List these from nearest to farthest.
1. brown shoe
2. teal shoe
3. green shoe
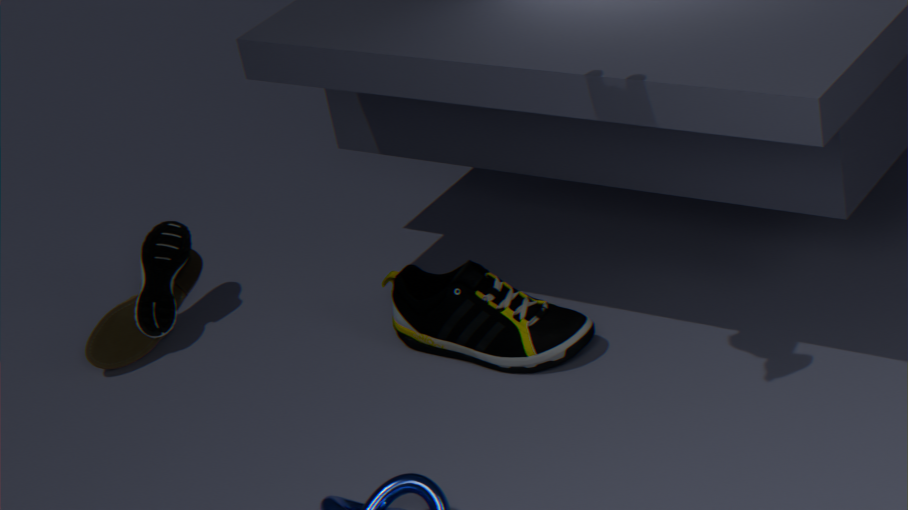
green shoe
brown shoe
teal shoe
